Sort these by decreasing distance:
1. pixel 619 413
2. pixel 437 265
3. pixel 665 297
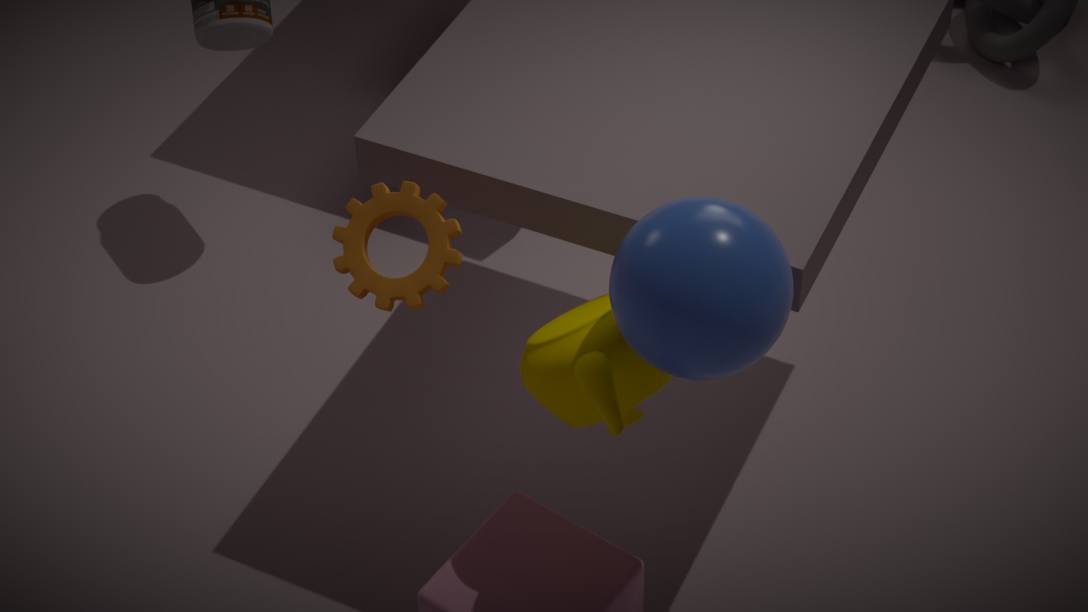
pixel 437 265 → pixel 619 413 → pixel 665 297
